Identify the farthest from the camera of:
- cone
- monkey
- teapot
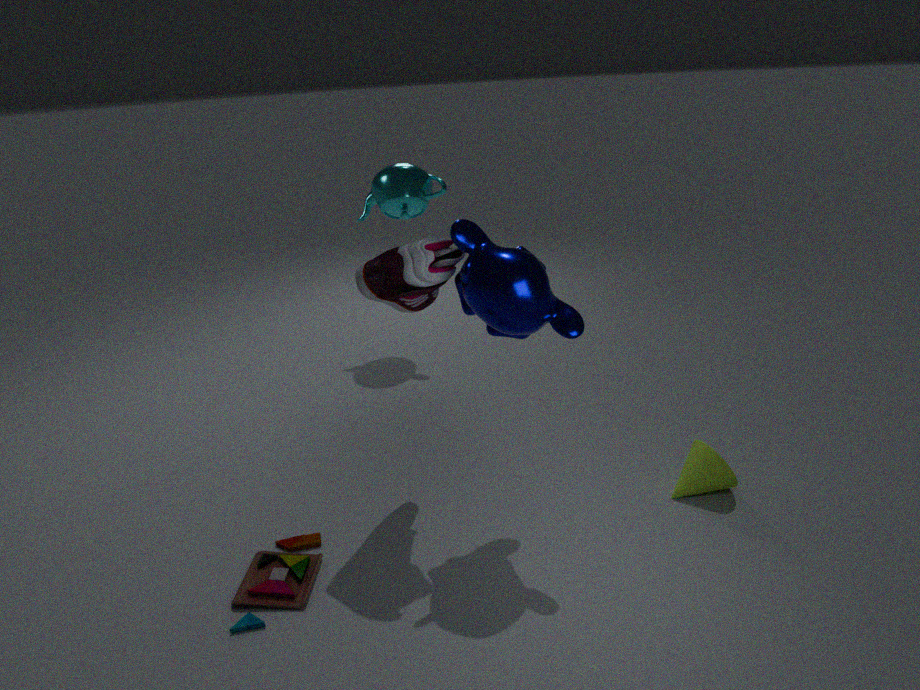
teapot
